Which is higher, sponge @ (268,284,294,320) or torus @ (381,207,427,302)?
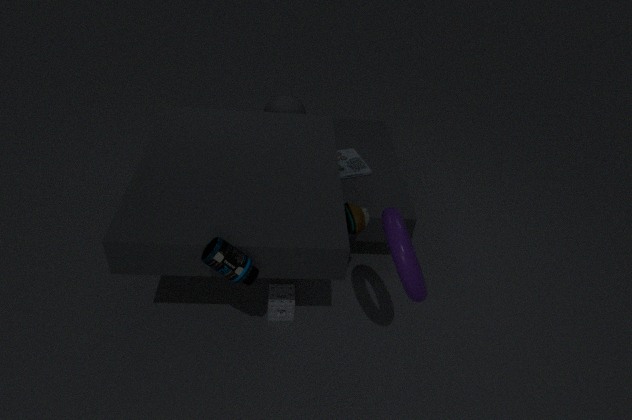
torus @ (381,207,427,302)
